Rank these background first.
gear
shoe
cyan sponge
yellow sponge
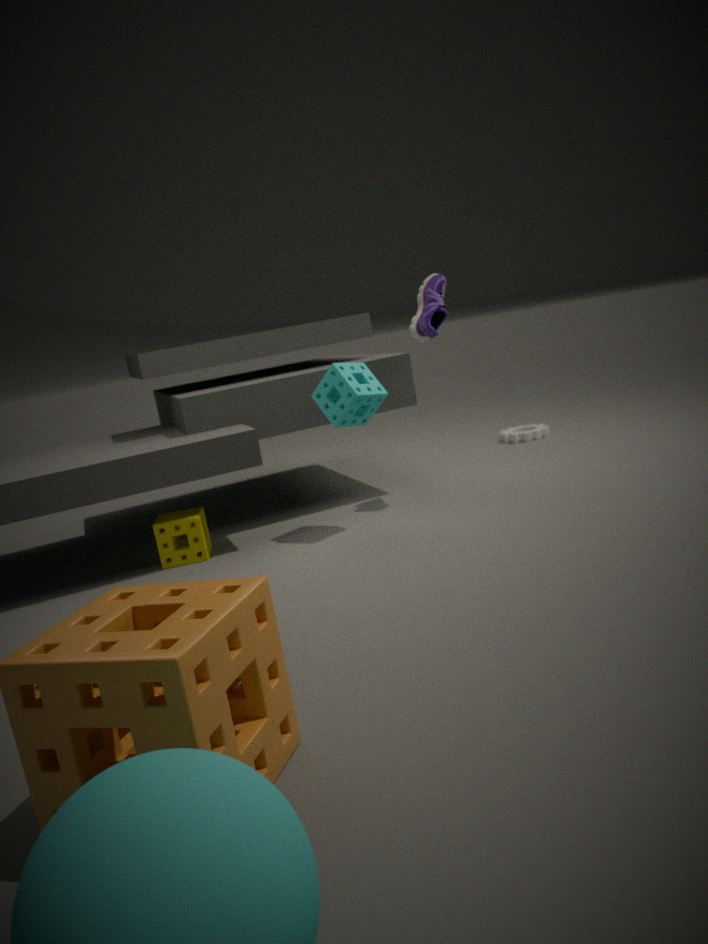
Result: gear < shoe < yellow sponge < cyan sponge
